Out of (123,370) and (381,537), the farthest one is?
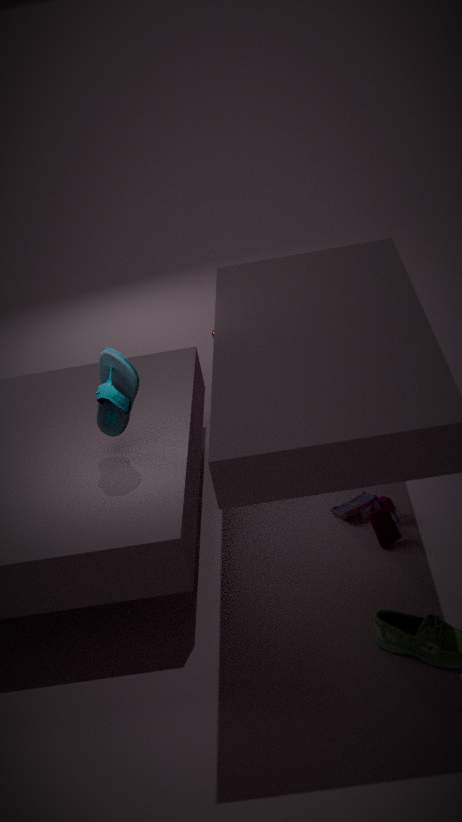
(381,537)
